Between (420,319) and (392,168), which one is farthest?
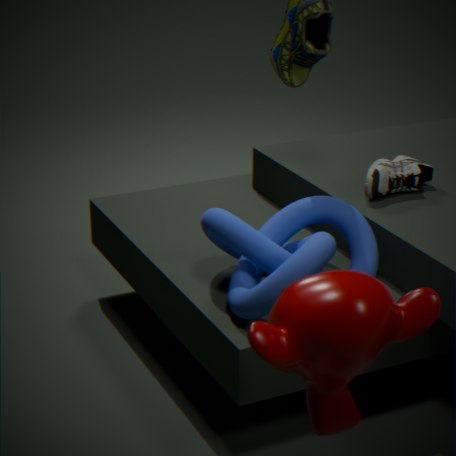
(392,168)
